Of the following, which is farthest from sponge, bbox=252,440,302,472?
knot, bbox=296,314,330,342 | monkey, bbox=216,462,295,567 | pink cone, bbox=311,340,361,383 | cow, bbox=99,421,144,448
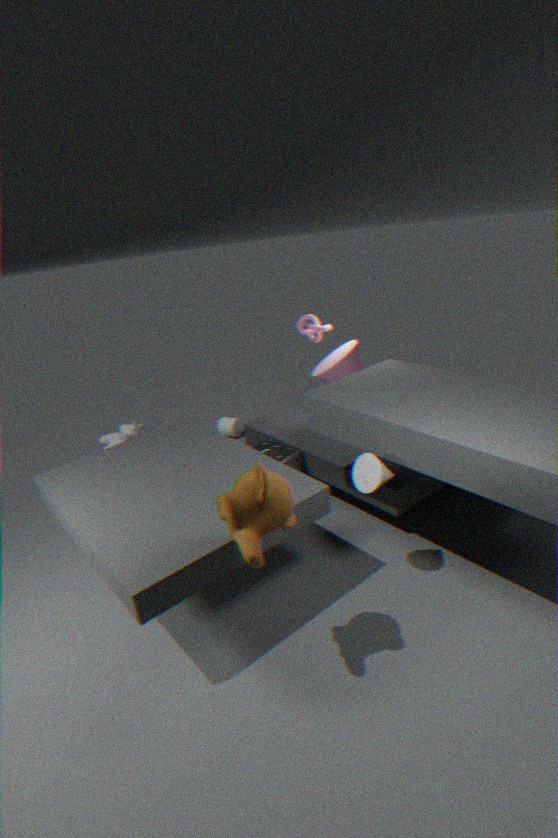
cow, bbox=99,421,144,448
